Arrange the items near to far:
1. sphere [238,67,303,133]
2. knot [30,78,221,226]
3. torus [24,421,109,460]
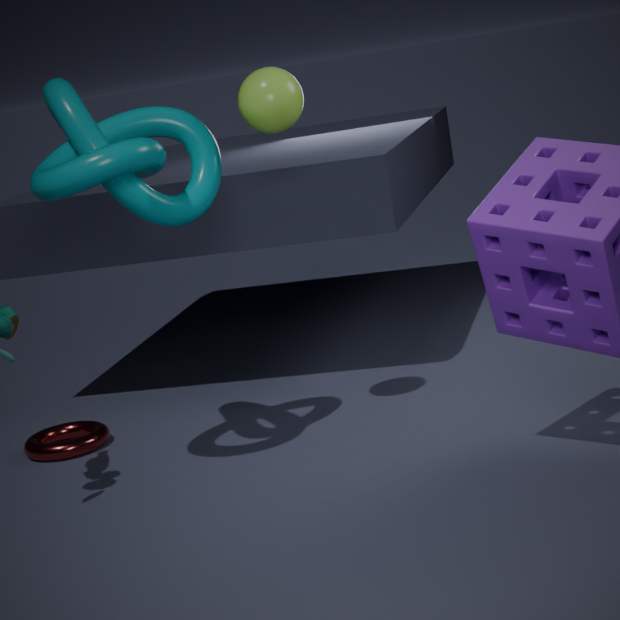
1. knot [30,78,221,226]
2. sphere [238,67,303,133]
3. torus [24,421,109,460]
